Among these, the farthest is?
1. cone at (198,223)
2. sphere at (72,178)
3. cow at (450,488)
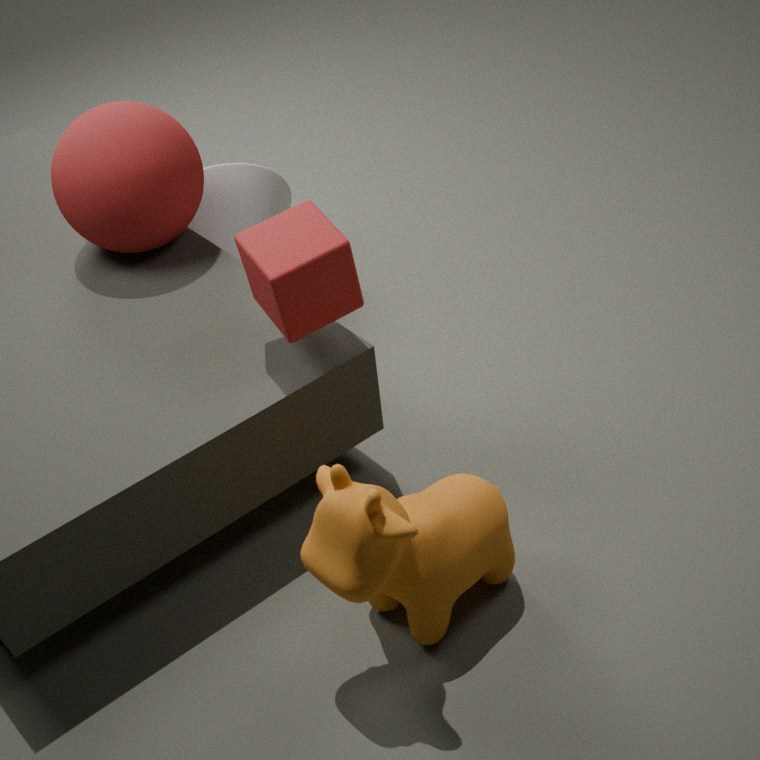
cone at (198,223)
